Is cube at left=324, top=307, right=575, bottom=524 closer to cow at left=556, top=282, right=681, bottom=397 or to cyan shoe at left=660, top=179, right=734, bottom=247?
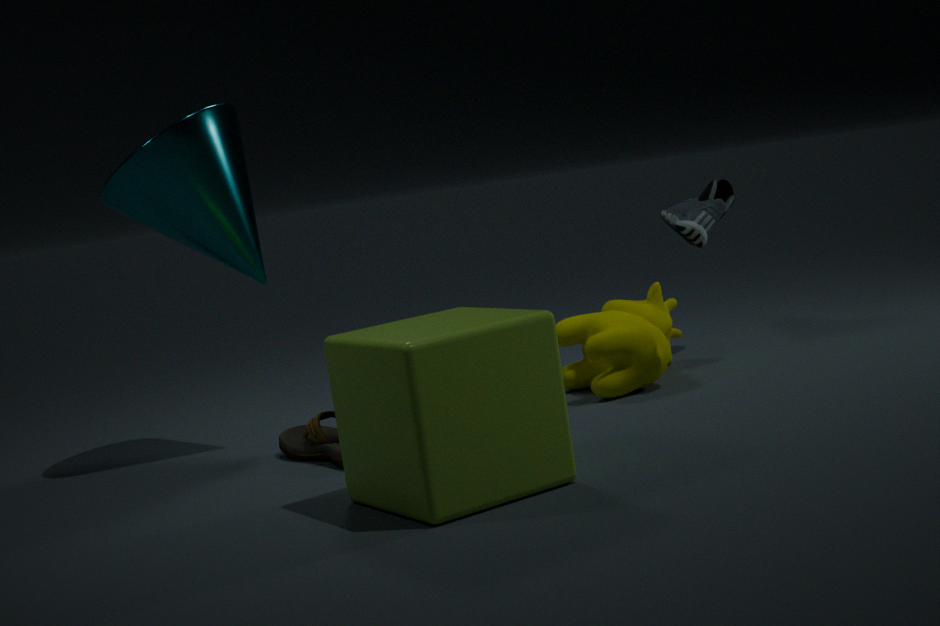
cow at left=556, top=282, right=681, bottom=397
